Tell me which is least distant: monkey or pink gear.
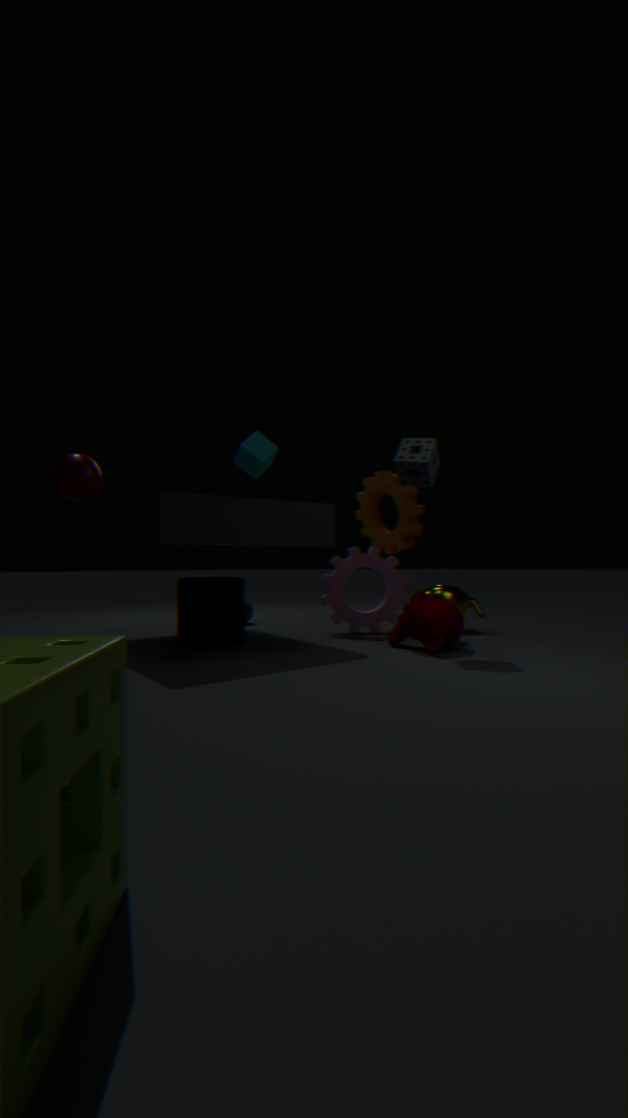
monkey
